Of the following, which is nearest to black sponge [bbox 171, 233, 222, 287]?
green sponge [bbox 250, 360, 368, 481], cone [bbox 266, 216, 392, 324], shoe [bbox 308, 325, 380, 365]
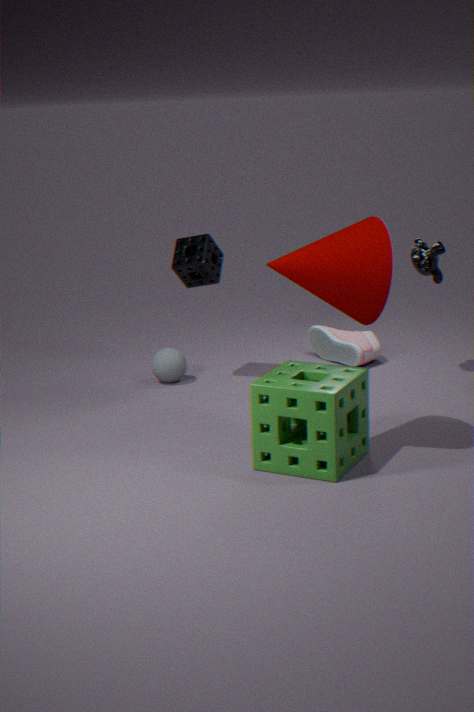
shoe [bbox 308, 325, 380, 365]
